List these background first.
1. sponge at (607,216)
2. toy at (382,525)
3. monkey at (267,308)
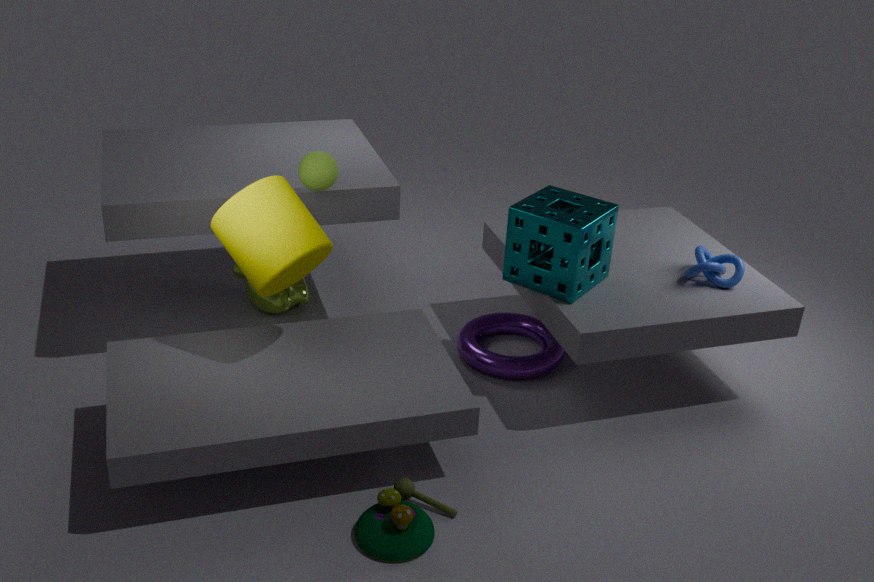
monkey at (267,308)
sponge at (607,216)
toy at (382,525)
